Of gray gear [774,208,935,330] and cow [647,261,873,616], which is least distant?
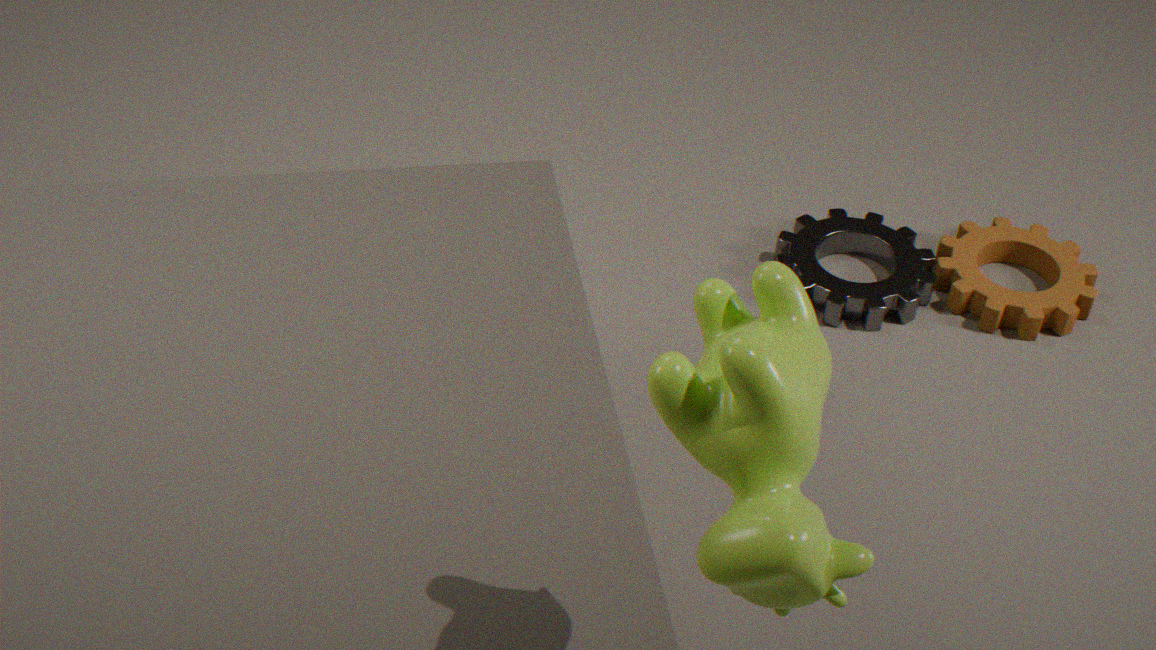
cow [647,261,873,616]
